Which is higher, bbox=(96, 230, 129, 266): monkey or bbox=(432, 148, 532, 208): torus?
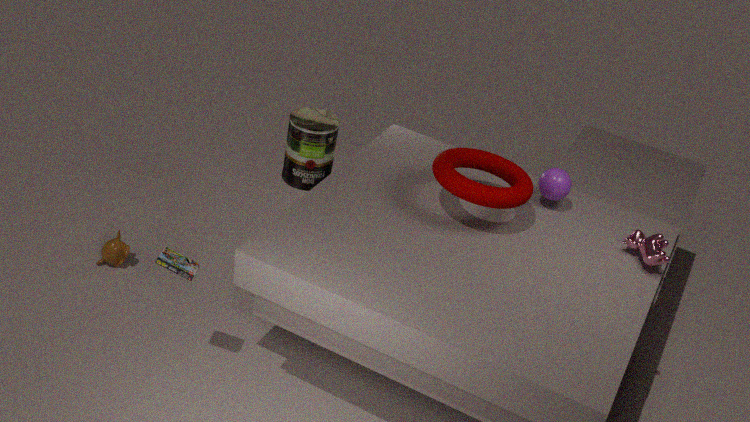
bbox=(432, 148, 532, 208): torus
